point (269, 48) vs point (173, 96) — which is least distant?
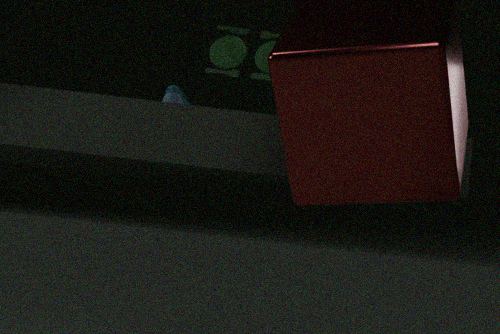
point (173, 96)
